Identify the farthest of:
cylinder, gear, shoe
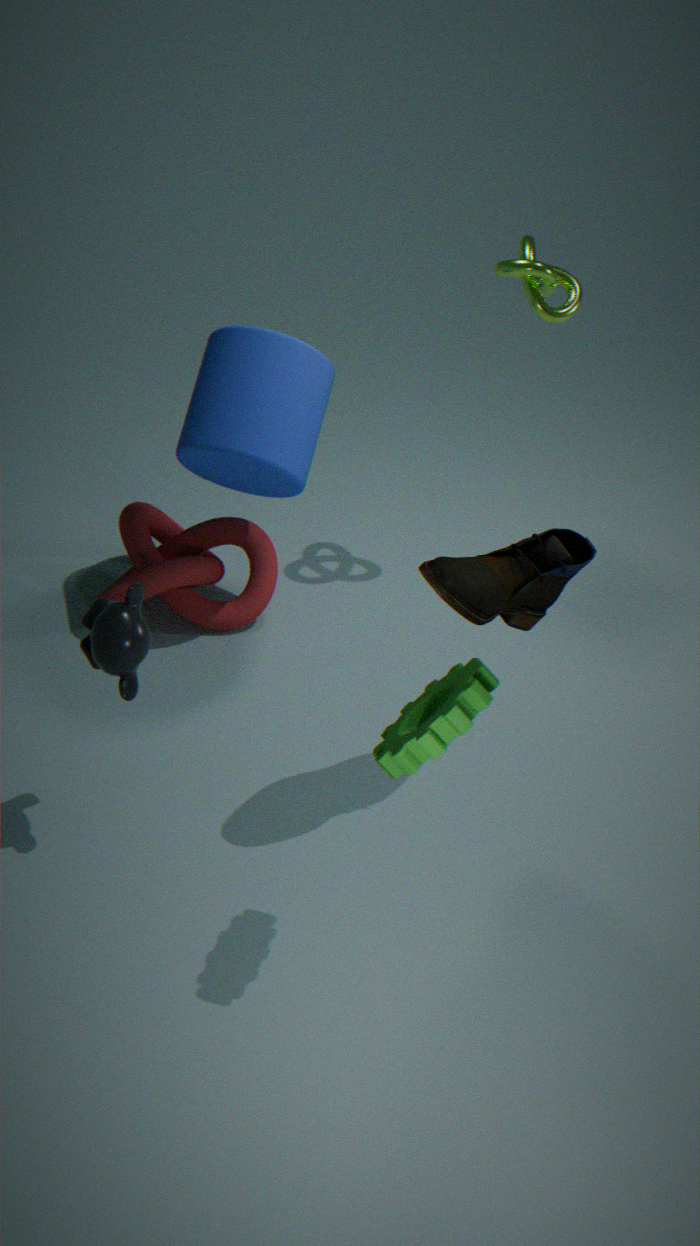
cylinder
